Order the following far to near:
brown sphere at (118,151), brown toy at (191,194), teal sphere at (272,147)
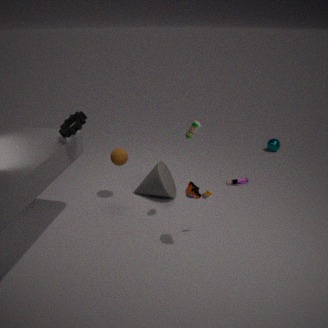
teal sphere at (272,147) → brown sphere at (118,151) → brown toy at (191,194)
